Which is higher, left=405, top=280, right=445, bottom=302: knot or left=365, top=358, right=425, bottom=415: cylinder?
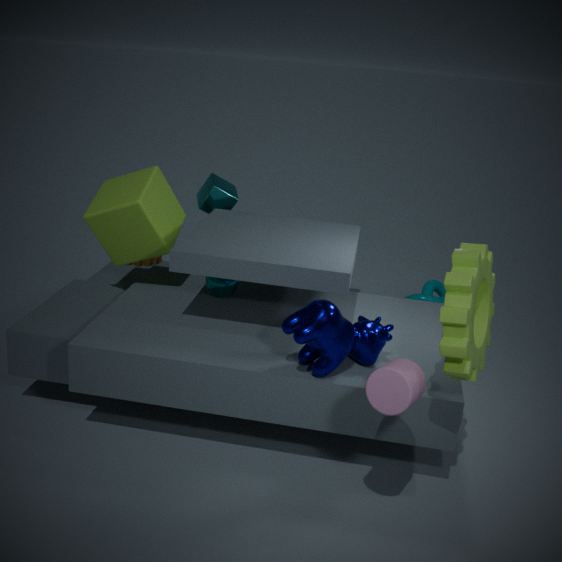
left=365, top=358, right=425, bottom=415: cylinder
